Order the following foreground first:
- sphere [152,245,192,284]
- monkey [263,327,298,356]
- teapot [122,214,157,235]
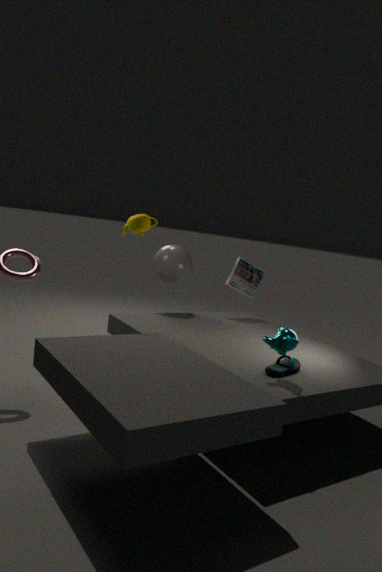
1. monkey [263,327,298,356]
2. teapot [122,214,157,235]
3. sphere [152,245,192,284]
